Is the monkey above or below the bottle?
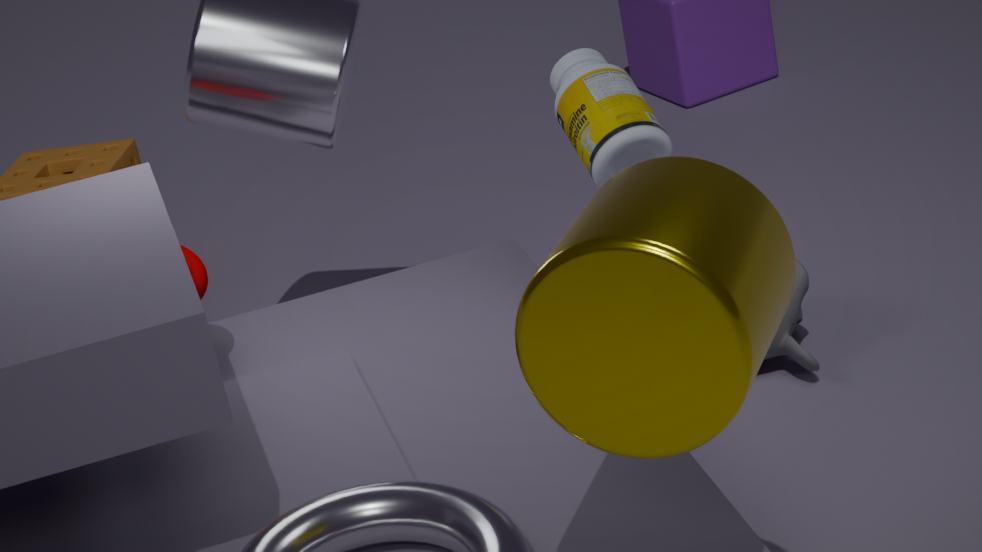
below
